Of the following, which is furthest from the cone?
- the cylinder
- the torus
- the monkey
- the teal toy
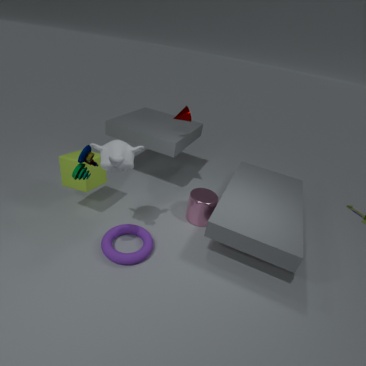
the teal toy
